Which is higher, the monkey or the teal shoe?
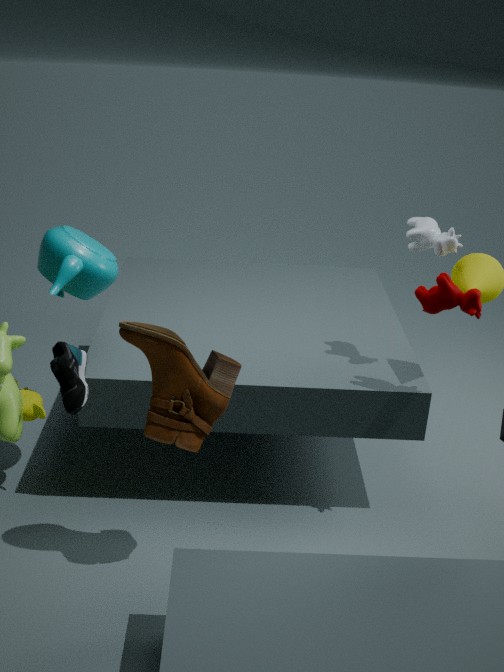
the teal shoe
